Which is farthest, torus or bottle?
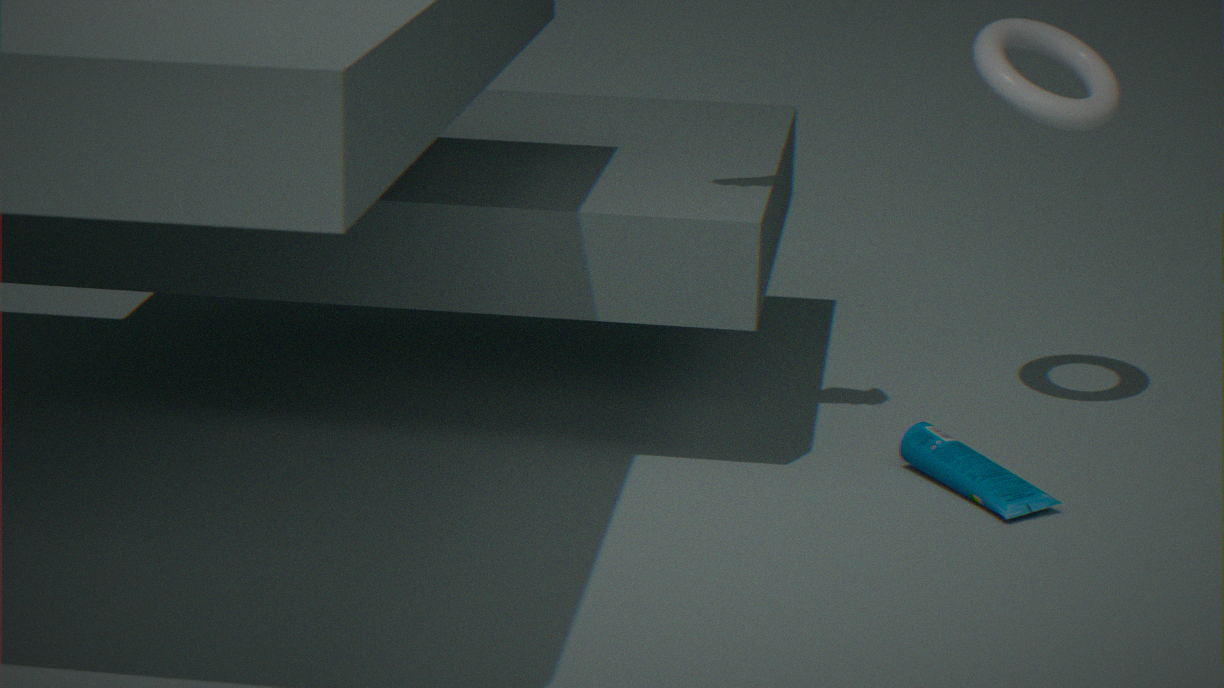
torus
